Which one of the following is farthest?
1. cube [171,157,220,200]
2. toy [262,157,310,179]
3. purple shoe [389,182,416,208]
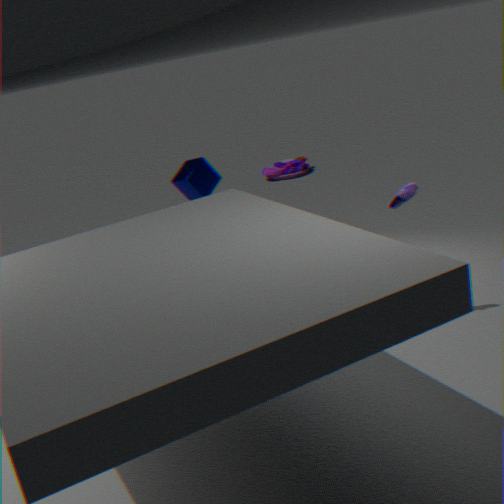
toy [262,157,310,179]
